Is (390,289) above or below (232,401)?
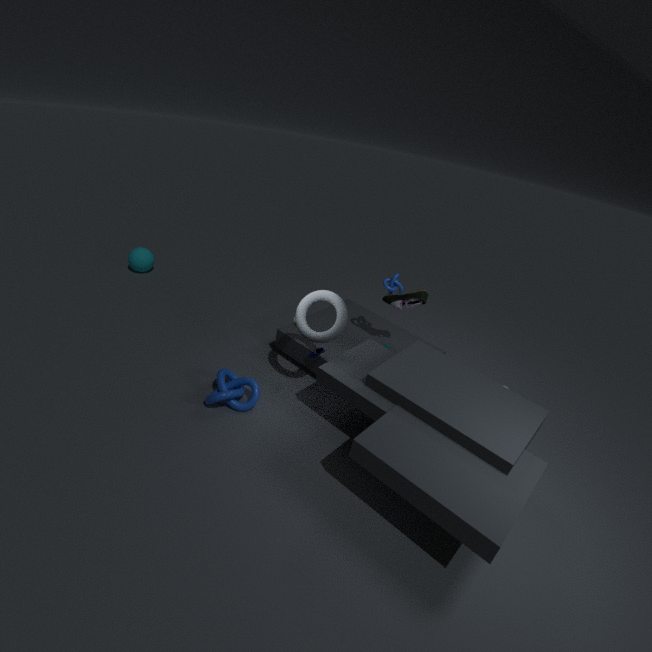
above
